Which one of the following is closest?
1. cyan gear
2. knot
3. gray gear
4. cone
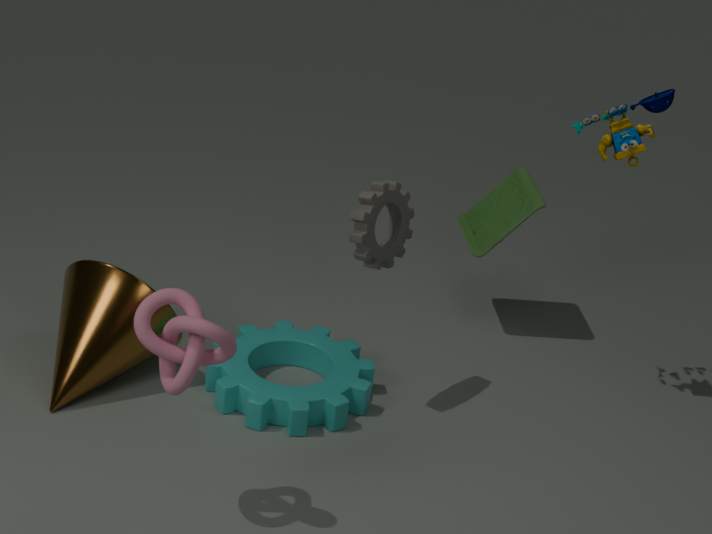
knot
